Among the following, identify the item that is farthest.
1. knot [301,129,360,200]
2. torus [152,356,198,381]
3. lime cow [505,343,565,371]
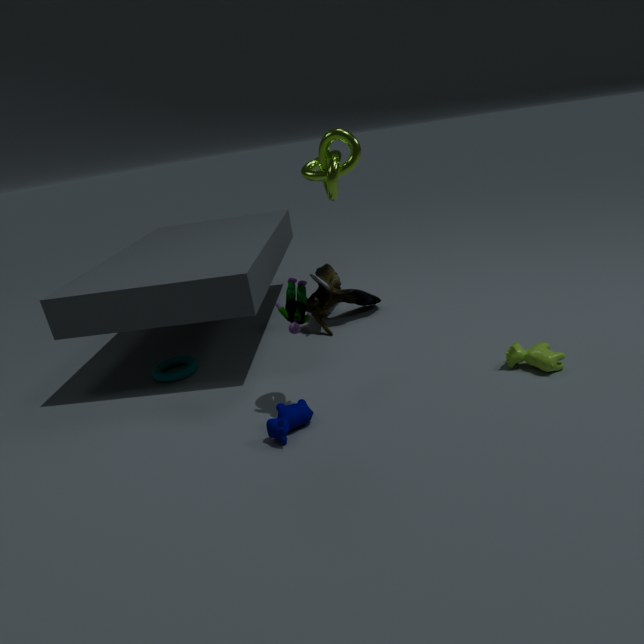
torus [152,356,198,381]
